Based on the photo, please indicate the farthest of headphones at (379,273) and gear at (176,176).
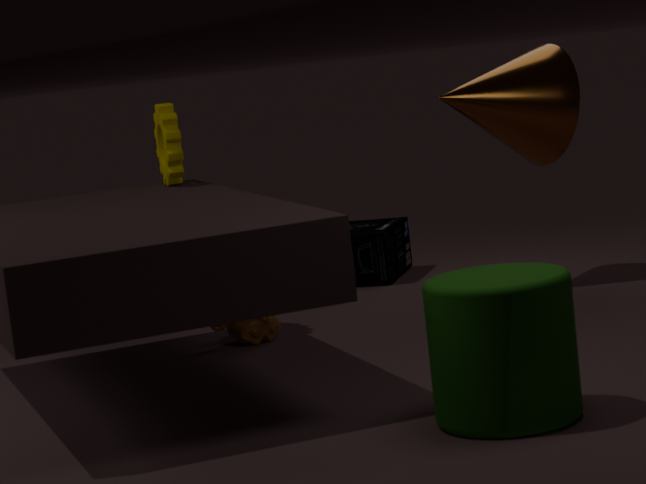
headphones at (379,273)
